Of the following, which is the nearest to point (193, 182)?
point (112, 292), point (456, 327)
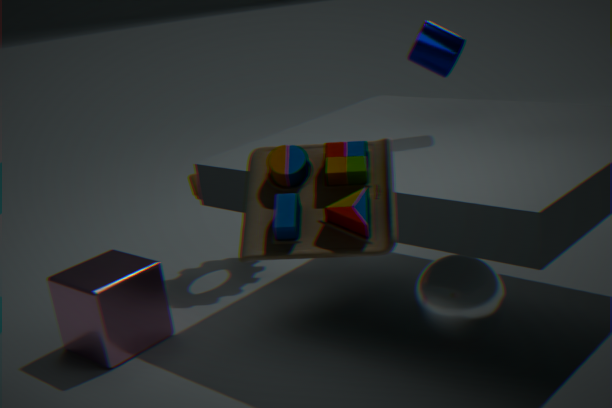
point (112, 292)
